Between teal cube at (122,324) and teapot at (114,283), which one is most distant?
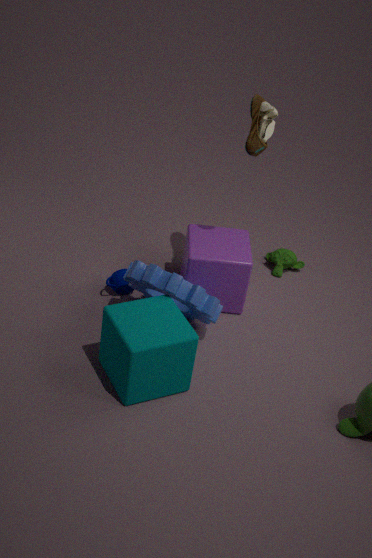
teapot at (114,283)
